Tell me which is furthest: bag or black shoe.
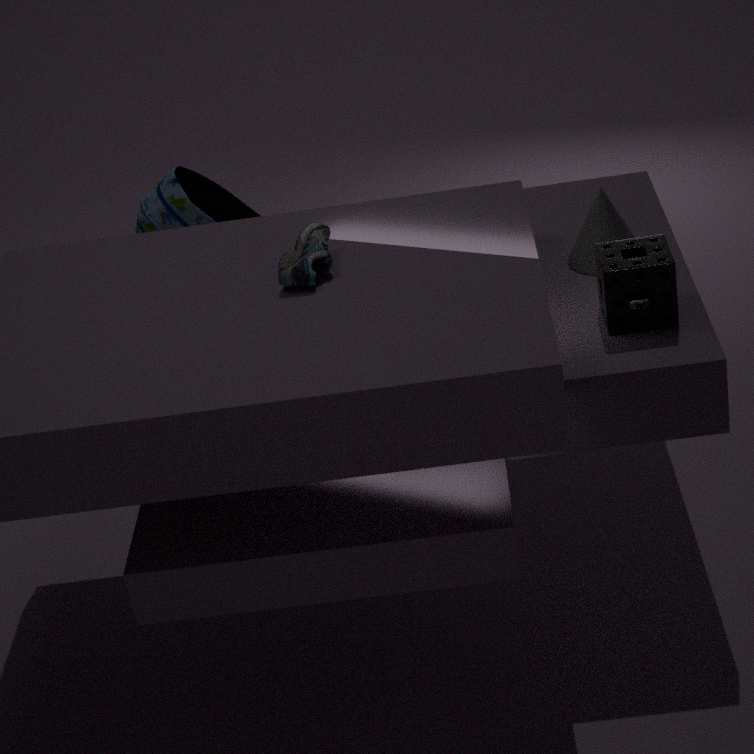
bag
